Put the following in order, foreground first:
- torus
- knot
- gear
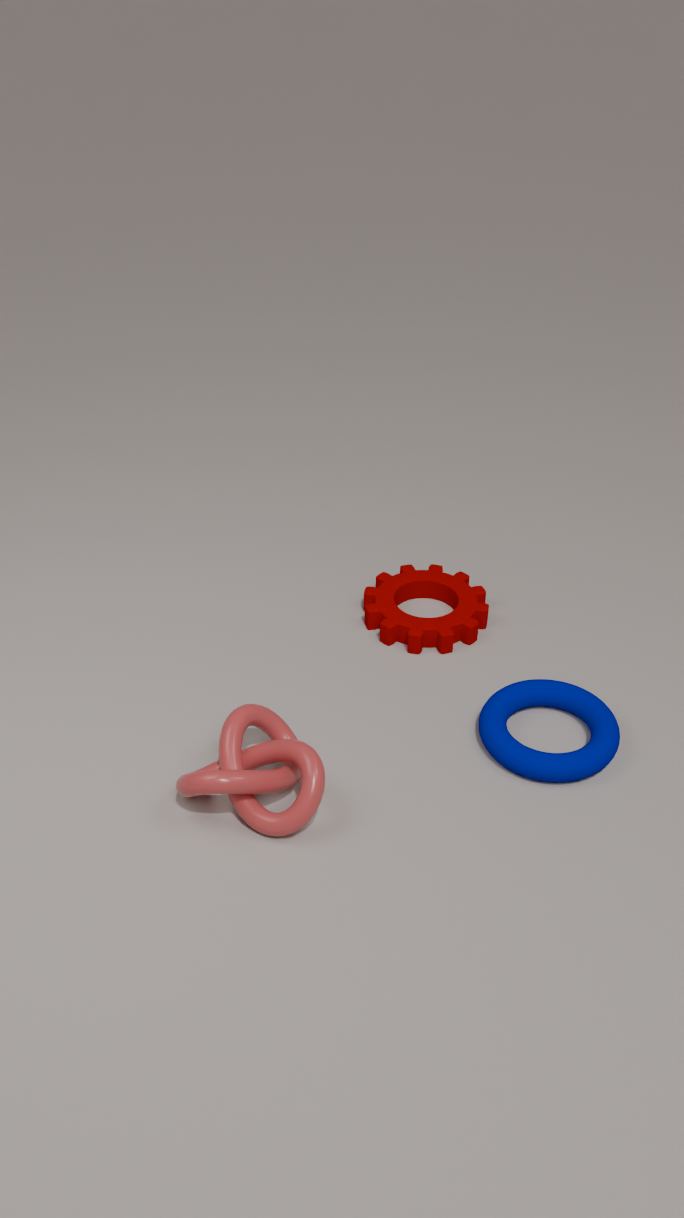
knot → torus → gear
